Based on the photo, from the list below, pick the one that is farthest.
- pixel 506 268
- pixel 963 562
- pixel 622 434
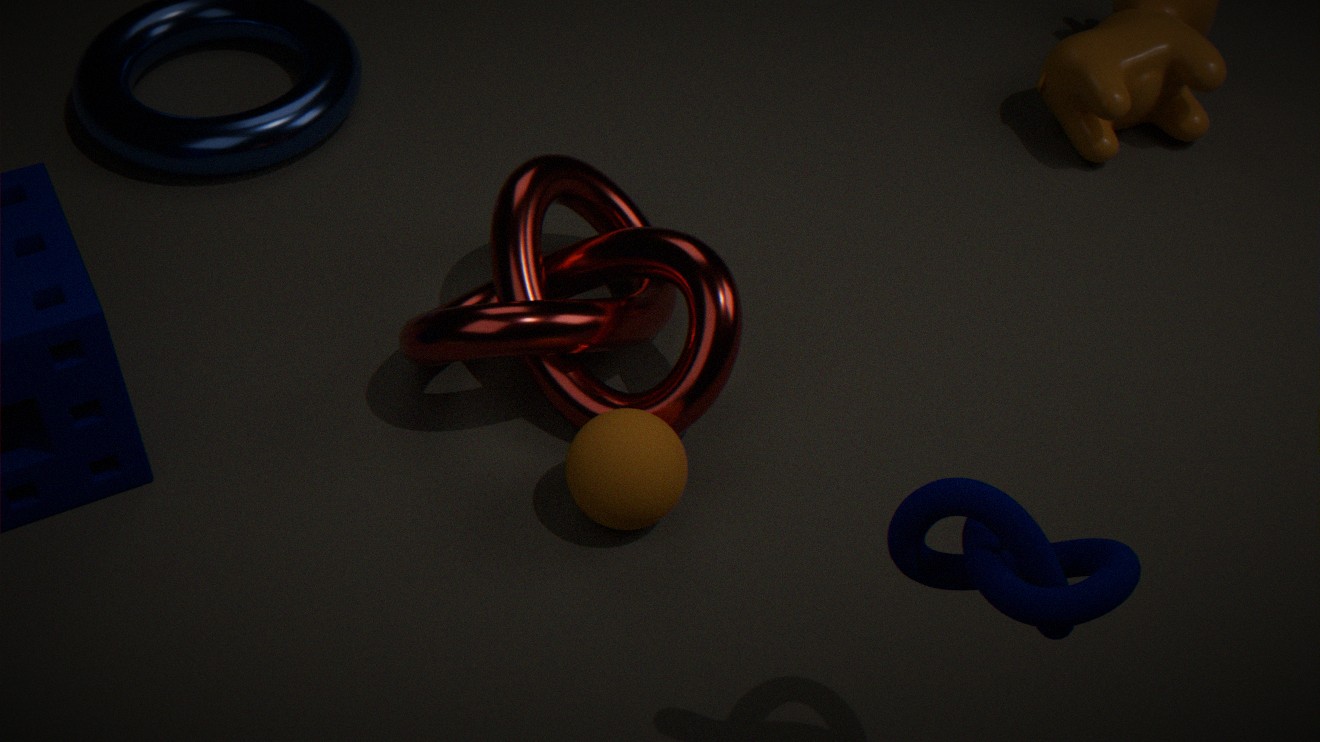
pixel 506 268
